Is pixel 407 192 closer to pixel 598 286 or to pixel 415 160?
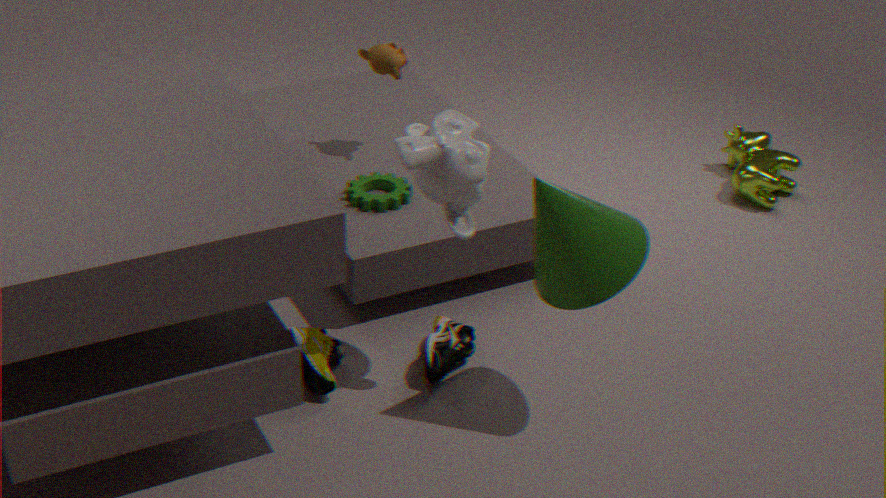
pixel 415 160
